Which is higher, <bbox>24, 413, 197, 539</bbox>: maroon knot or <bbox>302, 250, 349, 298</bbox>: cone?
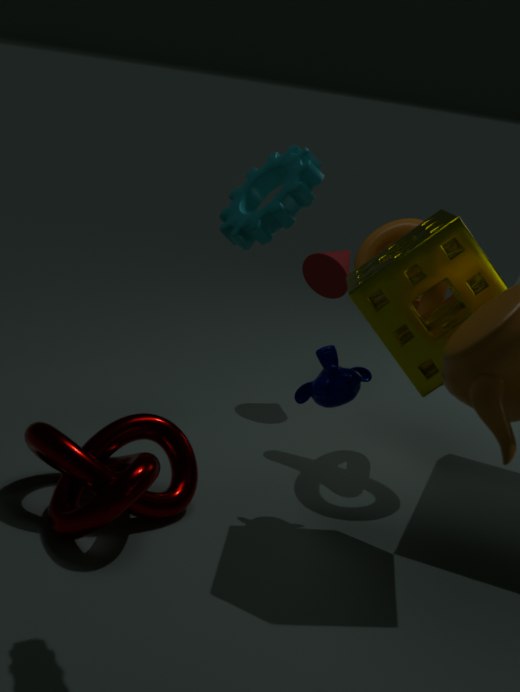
<bbox>302, 250, 349, 298</bbox>: cone
